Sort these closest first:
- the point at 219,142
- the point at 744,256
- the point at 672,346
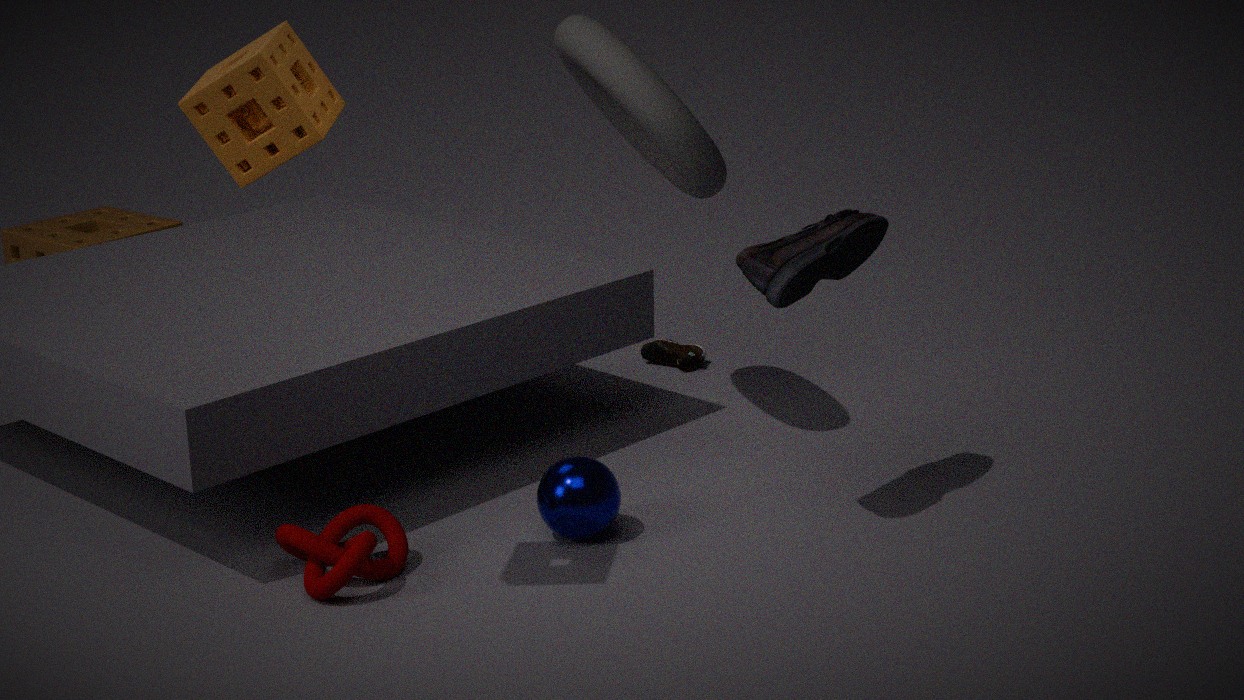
the point at 219,142
the point at 744,256
the point at 672,346
